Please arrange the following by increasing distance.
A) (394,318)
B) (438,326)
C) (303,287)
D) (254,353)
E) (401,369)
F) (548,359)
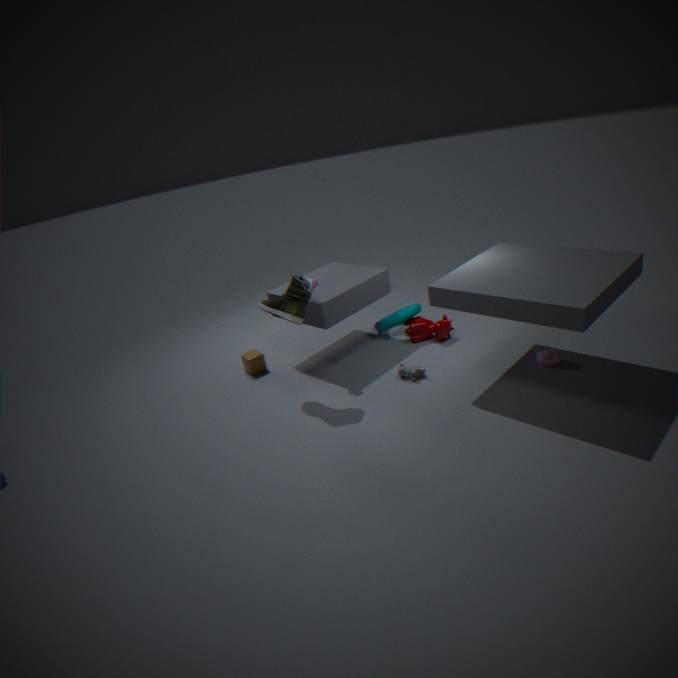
1. C. (303,287)
2. F. (548,359)
3. E. (401,369)
4. B. (438,326)
5. D. (254,353)
6. A. (394,318)
